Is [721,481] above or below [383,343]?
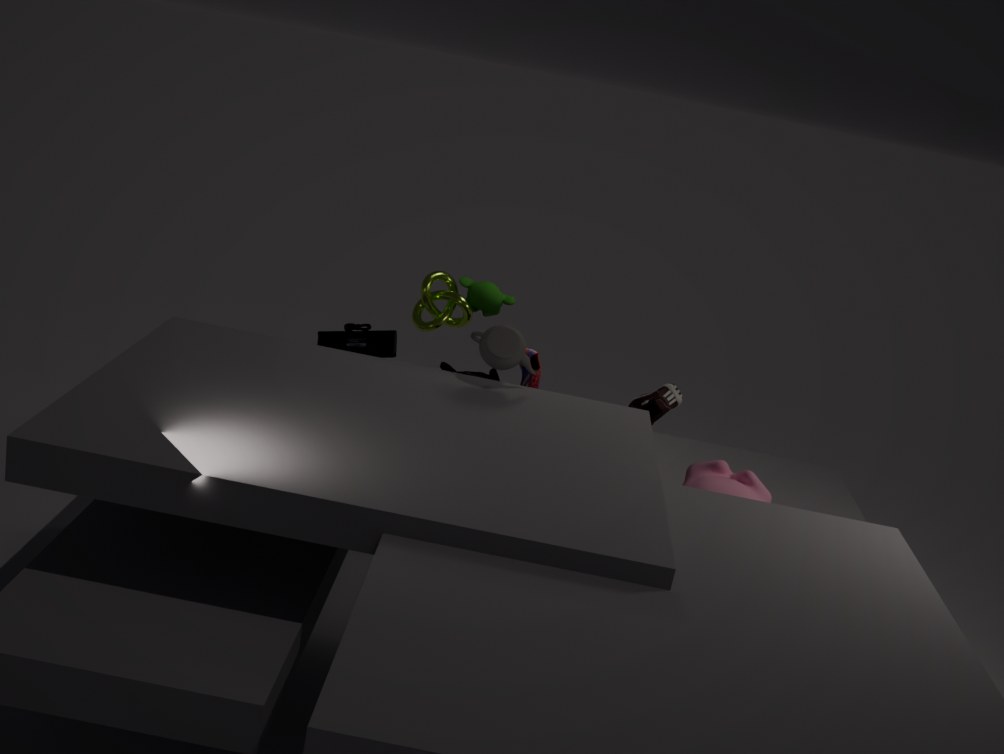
below
